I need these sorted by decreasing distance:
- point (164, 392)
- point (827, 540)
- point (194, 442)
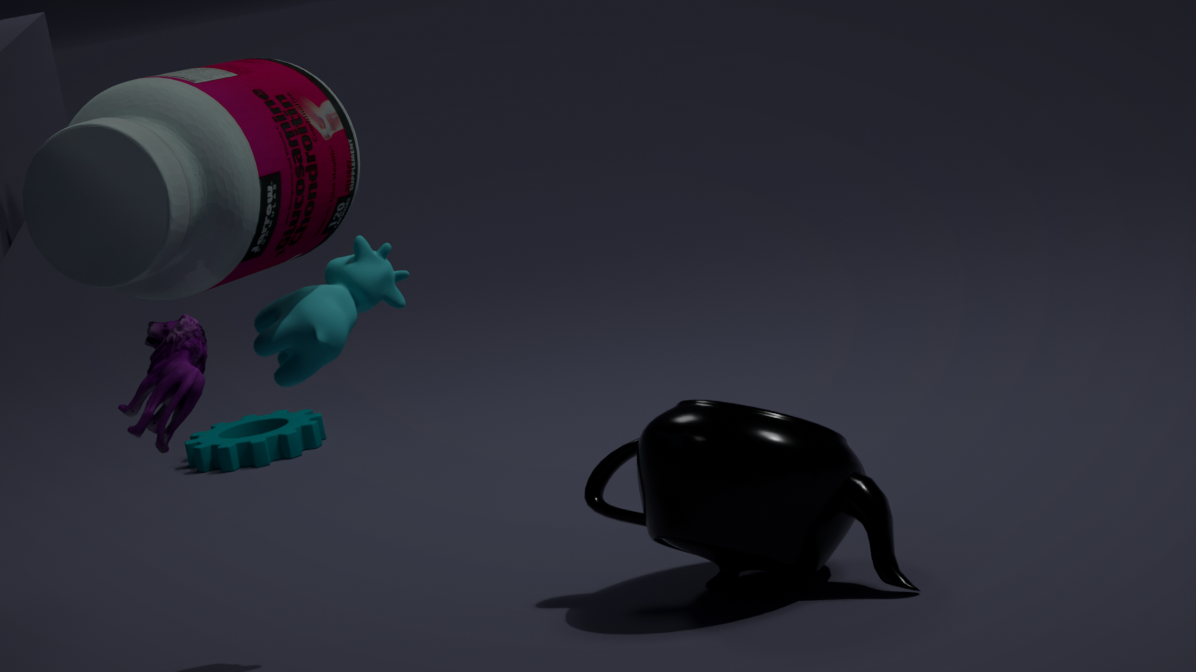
point (194, 442), point (827, 540), point (164, 392)
